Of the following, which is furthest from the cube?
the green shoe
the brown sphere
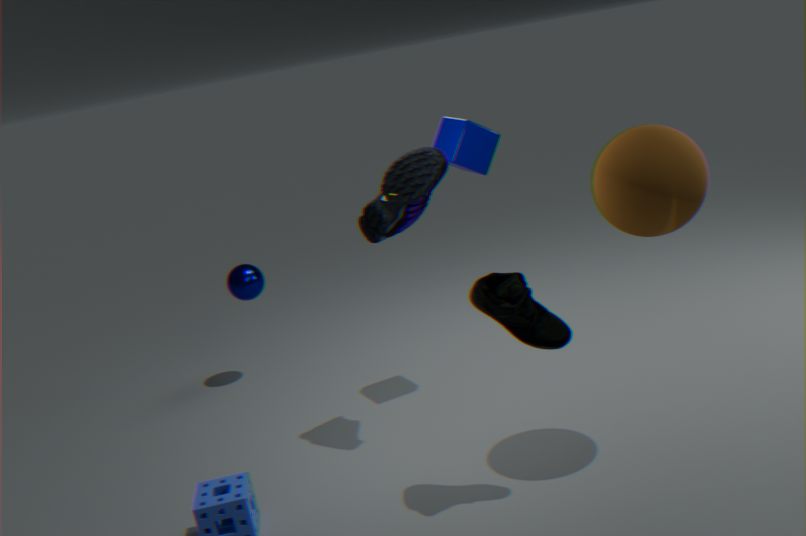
the green shoe
